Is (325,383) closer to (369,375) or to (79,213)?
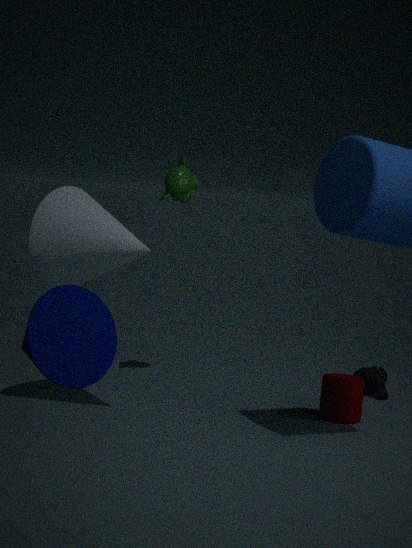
(369,375)
